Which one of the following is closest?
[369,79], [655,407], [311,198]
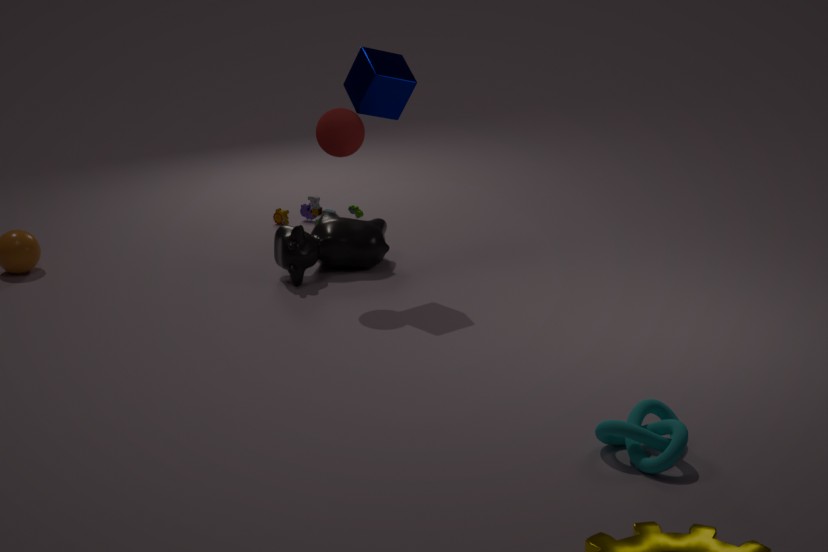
[655,407]
